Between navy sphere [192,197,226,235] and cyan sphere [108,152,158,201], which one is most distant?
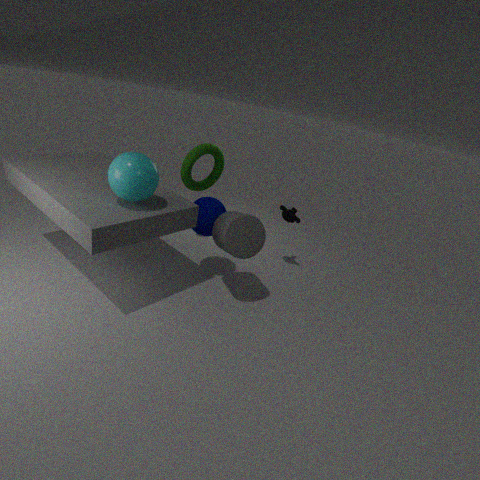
A: navy sphere [192,197,226,235]
